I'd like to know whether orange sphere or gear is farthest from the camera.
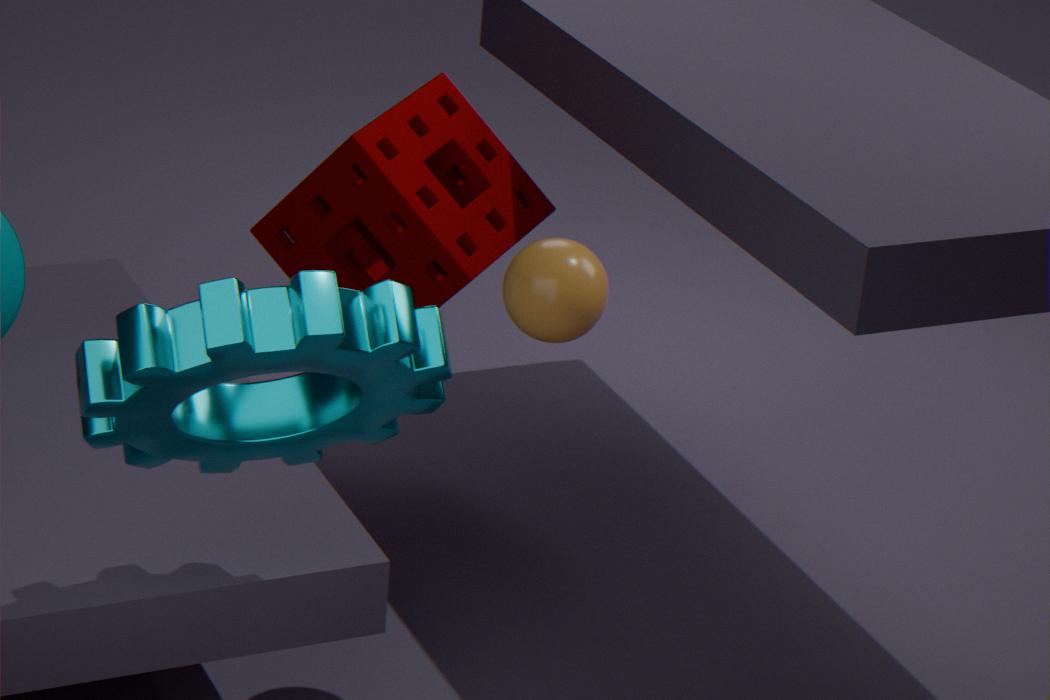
orange sphere
